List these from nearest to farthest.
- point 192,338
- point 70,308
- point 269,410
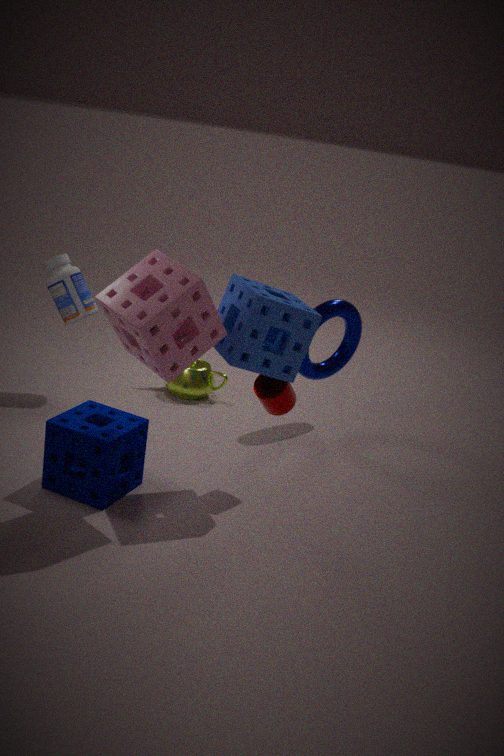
point 192,338 → point 269,410 → point 70,308
